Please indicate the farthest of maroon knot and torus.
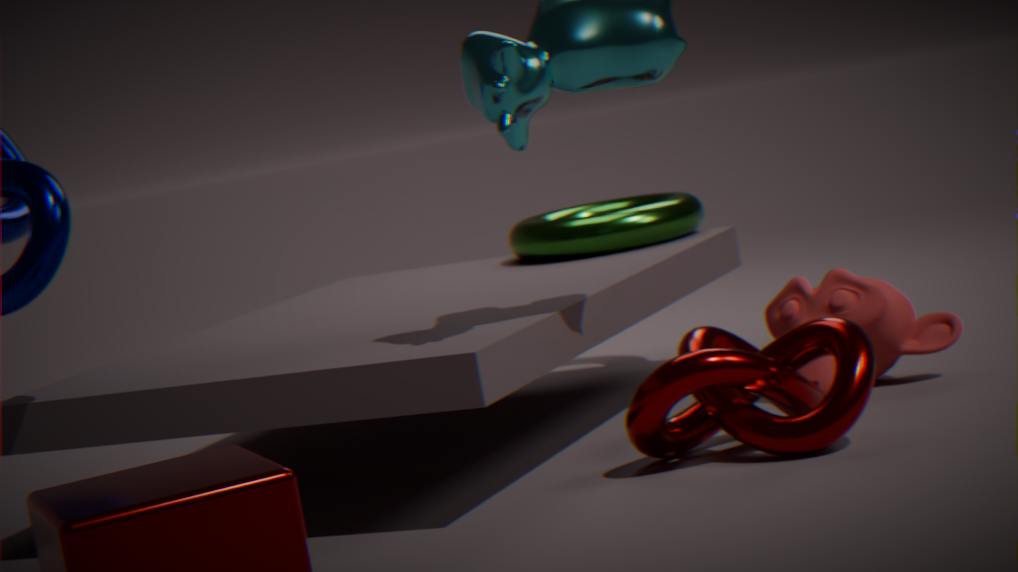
torus
